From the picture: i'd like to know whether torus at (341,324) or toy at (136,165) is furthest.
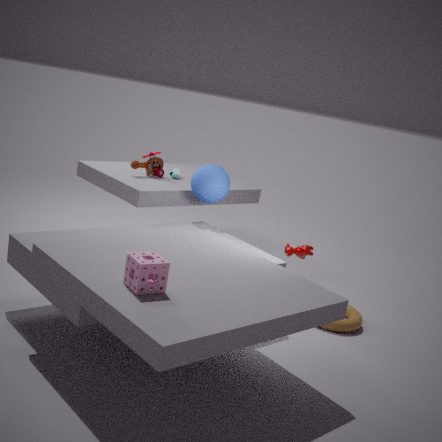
toy at (136,165)
